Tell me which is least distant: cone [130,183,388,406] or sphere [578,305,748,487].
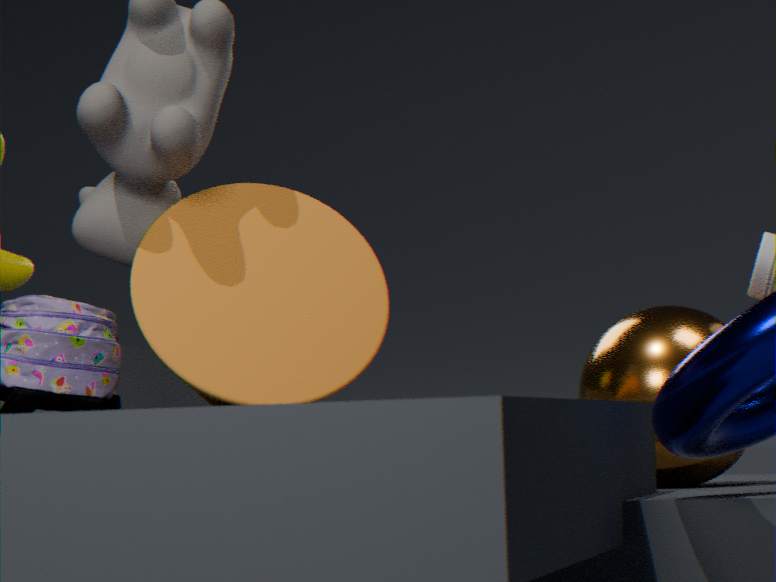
cone [130,183,388,406]
